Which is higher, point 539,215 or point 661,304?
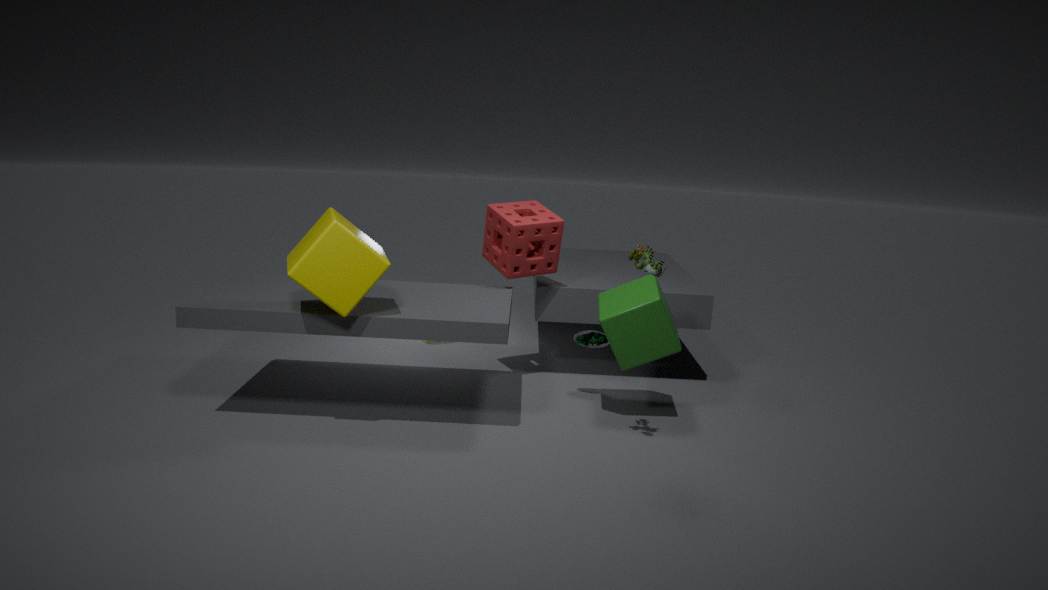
point 539,215
